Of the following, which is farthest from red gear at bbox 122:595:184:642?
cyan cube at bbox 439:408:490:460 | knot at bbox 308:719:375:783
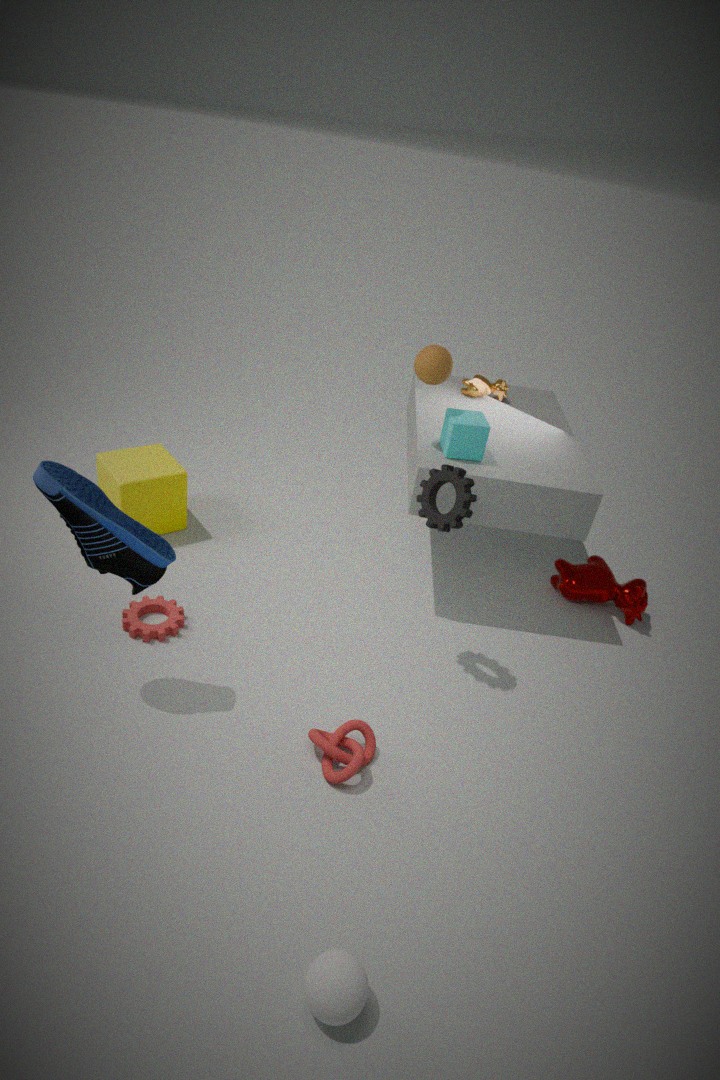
cyan cube at bbox 439:408:490:460
